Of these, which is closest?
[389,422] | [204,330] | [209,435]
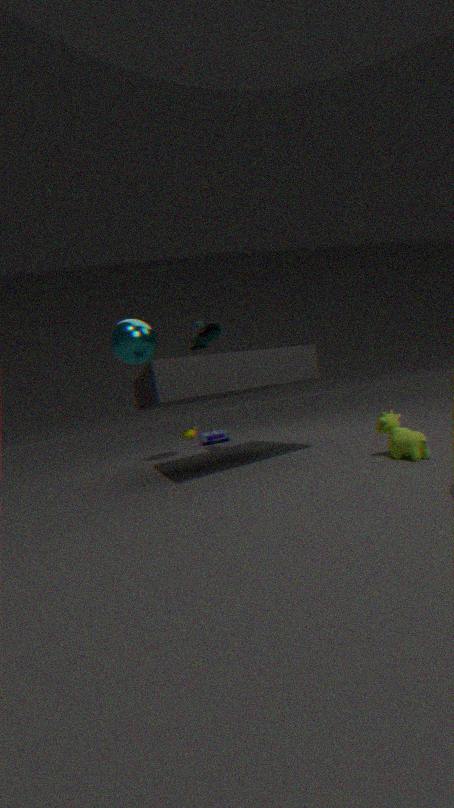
[389,422]
